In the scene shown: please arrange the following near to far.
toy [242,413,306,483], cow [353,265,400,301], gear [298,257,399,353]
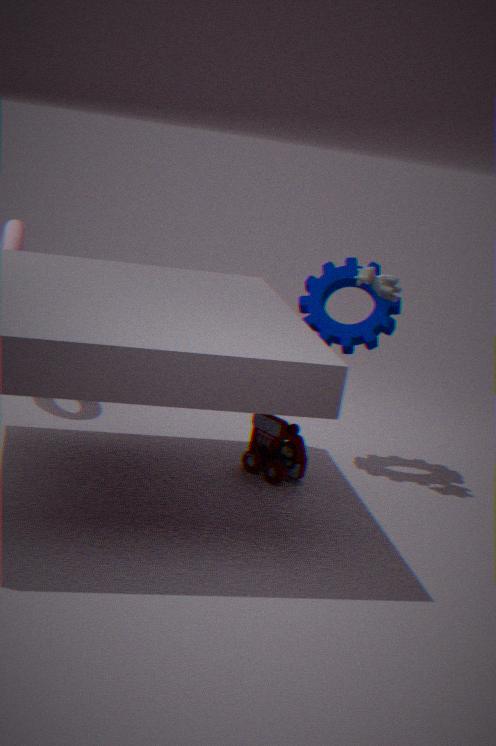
toy [242,413,306,483] < cow [353,265,400,301] < gear [298,257,399,353]
